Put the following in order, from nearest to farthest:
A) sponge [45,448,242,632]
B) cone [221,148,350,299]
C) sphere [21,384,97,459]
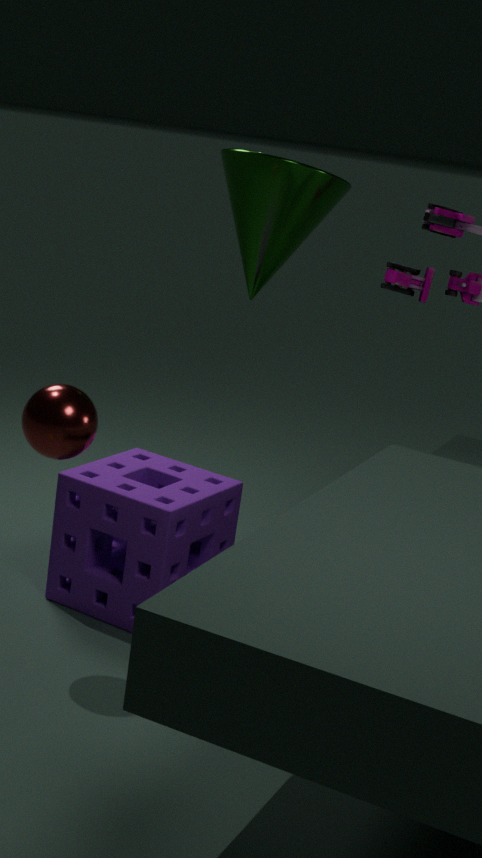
sphere [21,384,97,459] < sponge [45,448,242,632] < cone [221,148,350,299]
